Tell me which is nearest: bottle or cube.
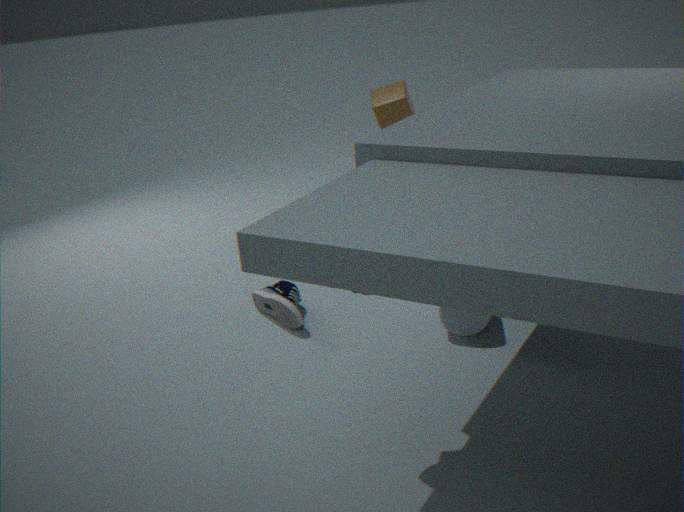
bottle
